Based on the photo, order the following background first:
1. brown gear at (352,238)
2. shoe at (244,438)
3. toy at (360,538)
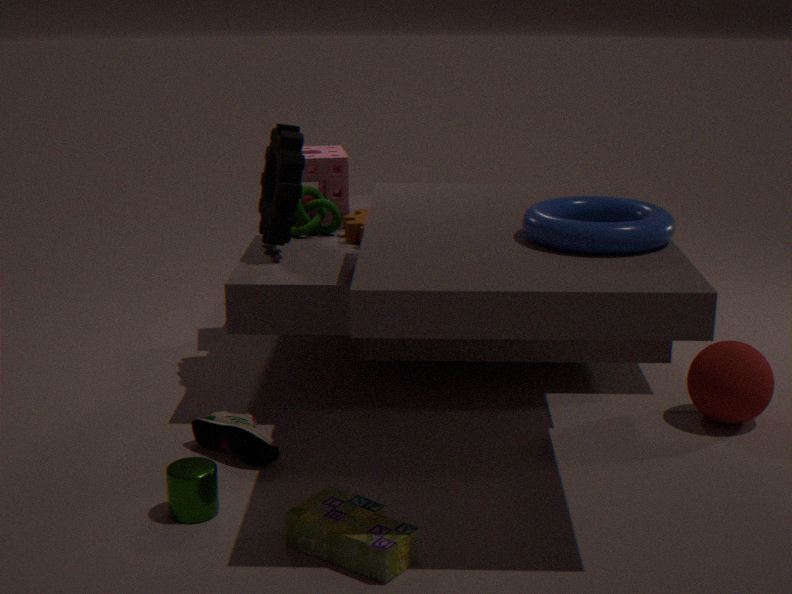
brown gear at (352,238) < shoe at (244,438) < toy at (360,538)
